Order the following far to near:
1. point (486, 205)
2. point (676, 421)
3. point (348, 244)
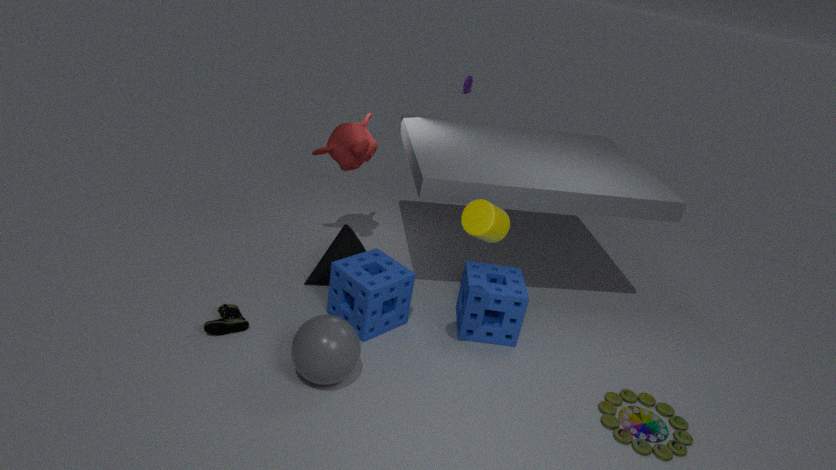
point (348, 244), point (676, 421), point (486, 205)
